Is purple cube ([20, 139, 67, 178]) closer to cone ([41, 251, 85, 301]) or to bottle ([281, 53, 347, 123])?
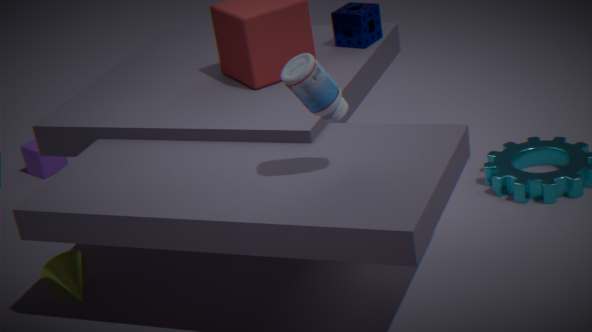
cone ([41, 251, 85, 301])
